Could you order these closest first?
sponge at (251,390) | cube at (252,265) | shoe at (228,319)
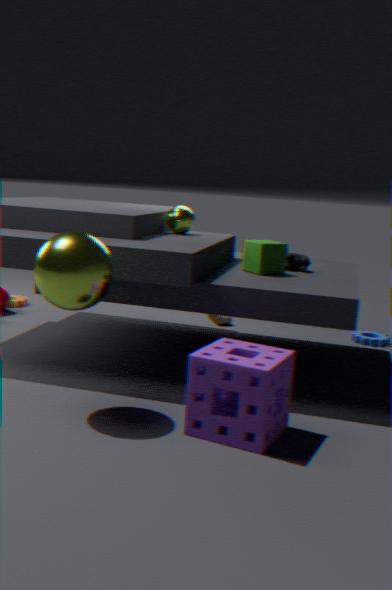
sponge at (251,390), cube at (252,265), shoe at (228,319)
